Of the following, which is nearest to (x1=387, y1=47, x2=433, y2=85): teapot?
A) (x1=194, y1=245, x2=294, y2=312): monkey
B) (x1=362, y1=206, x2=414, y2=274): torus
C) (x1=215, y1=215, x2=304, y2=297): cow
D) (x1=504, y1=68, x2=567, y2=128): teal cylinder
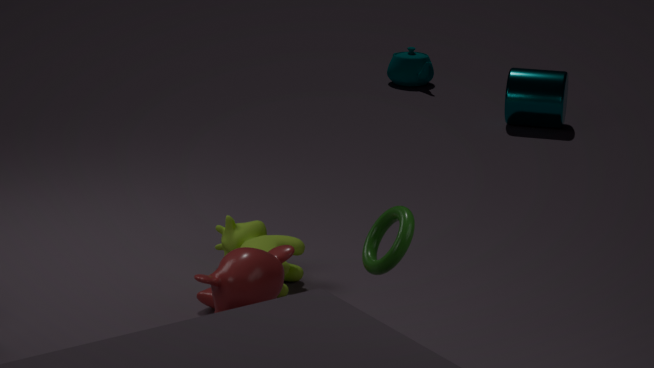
(x1=504, y1=68, x2=567, y2=128): teal cylinder
